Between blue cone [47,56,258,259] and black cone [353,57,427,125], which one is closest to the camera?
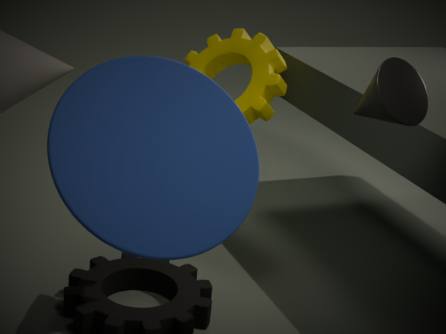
blue cone [47,56,258,259]
